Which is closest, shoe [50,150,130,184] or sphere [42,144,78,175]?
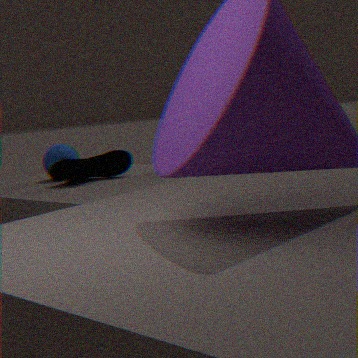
shoe [50,150,130,184]
